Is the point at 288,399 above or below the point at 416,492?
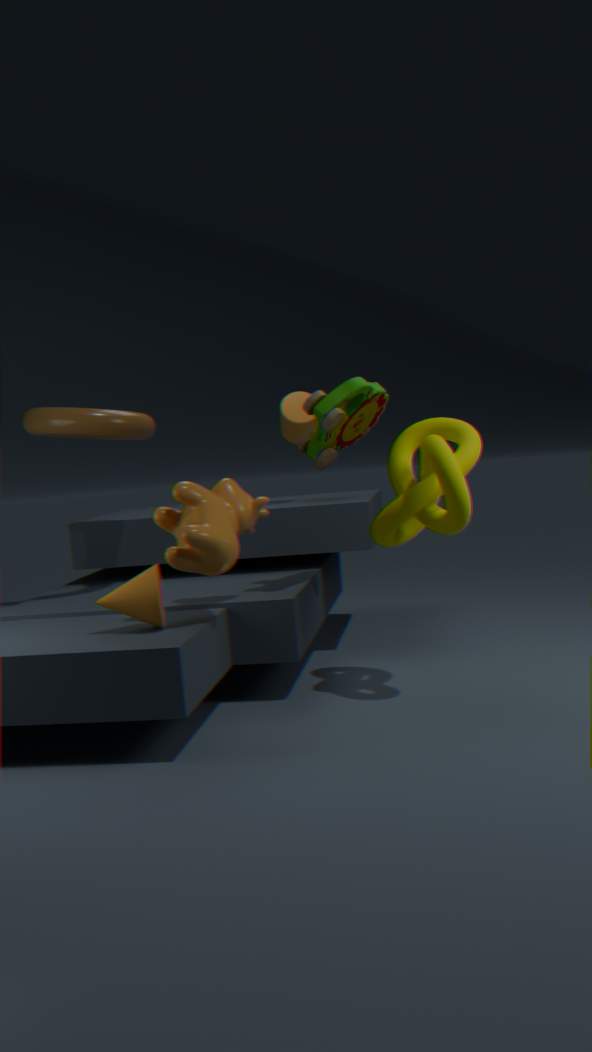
above
